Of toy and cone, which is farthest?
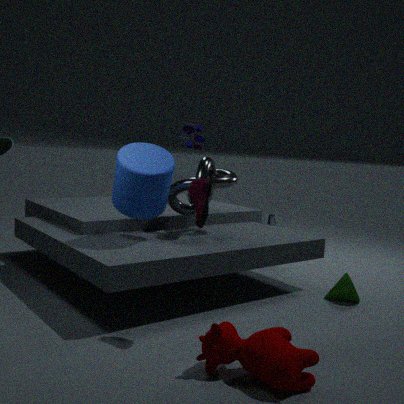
toy
